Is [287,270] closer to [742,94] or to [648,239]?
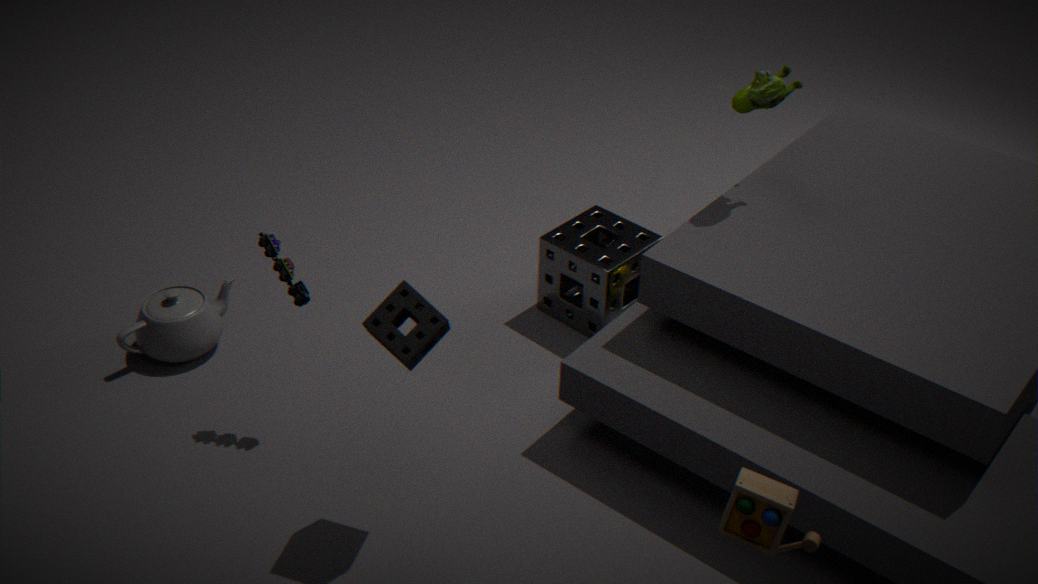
[648,239]
